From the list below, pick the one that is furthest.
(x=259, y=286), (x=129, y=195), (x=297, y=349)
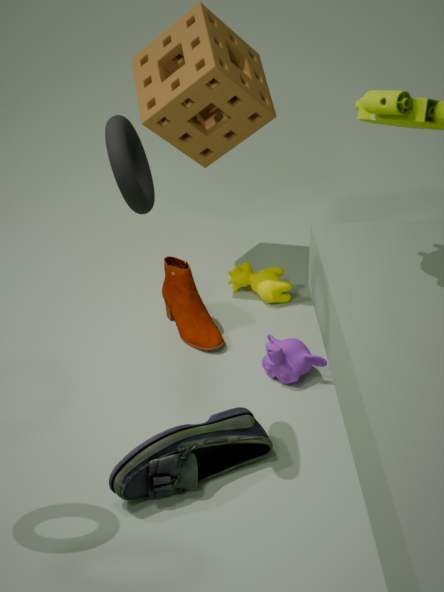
(x=259, y=286)
